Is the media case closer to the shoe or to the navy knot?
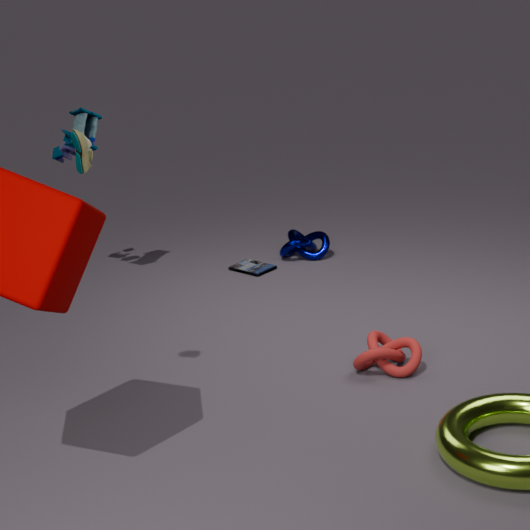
the navy knot
